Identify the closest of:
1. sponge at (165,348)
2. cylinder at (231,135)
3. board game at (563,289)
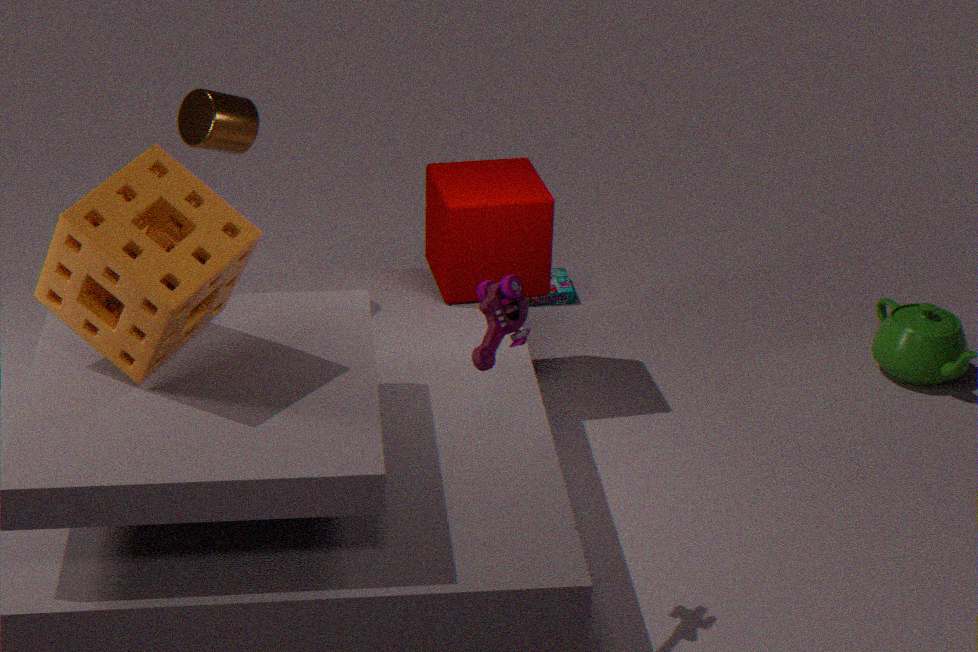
sponge at (165,348)
